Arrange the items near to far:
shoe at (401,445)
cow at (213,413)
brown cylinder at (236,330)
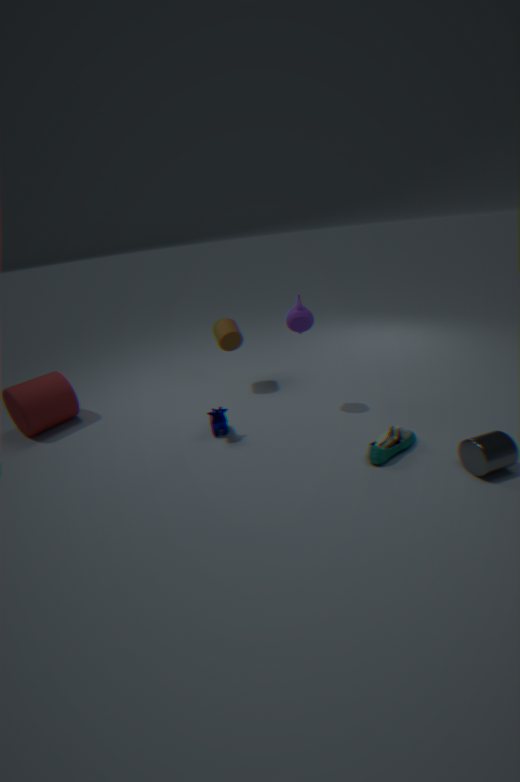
shoe at (401,445) → cow at (213,413) → brown cylinder at (236,330)
